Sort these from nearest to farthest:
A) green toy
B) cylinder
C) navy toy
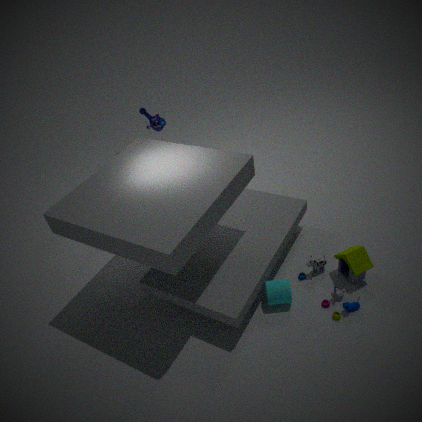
1. green toy
2. cylinder
3. navy toy
